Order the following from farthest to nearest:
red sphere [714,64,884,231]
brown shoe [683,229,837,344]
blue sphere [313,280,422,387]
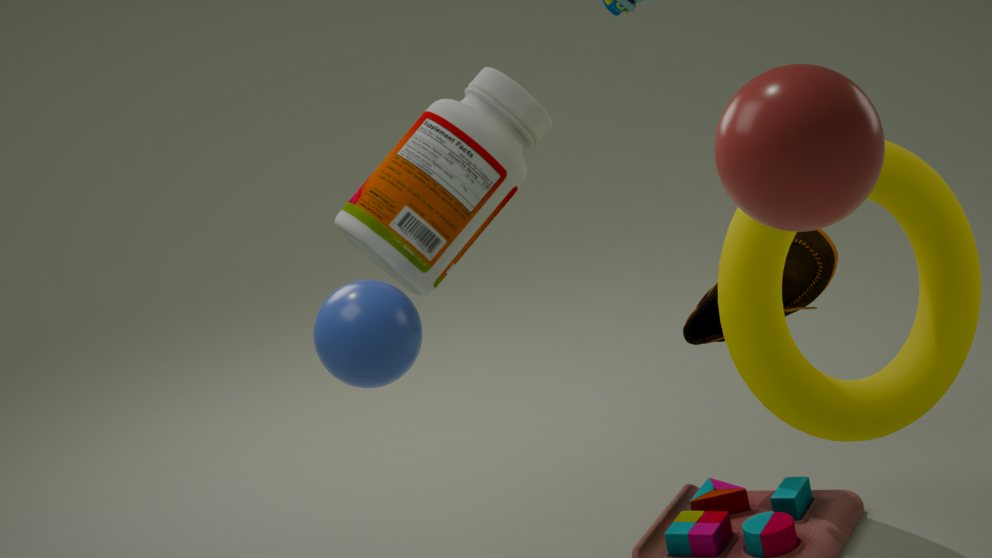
brown shoe [683,229,837,344], blue sphere [313,280,422,387], red sphere [714,64,884,231]
